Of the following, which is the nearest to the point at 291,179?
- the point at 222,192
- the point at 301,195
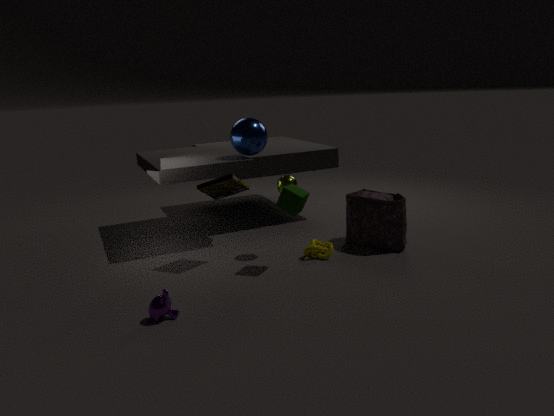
the point at 301,195
